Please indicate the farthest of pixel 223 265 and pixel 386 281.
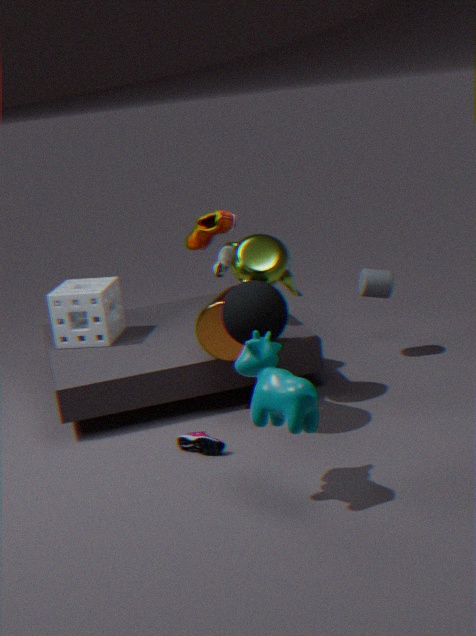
pixel 386 281
